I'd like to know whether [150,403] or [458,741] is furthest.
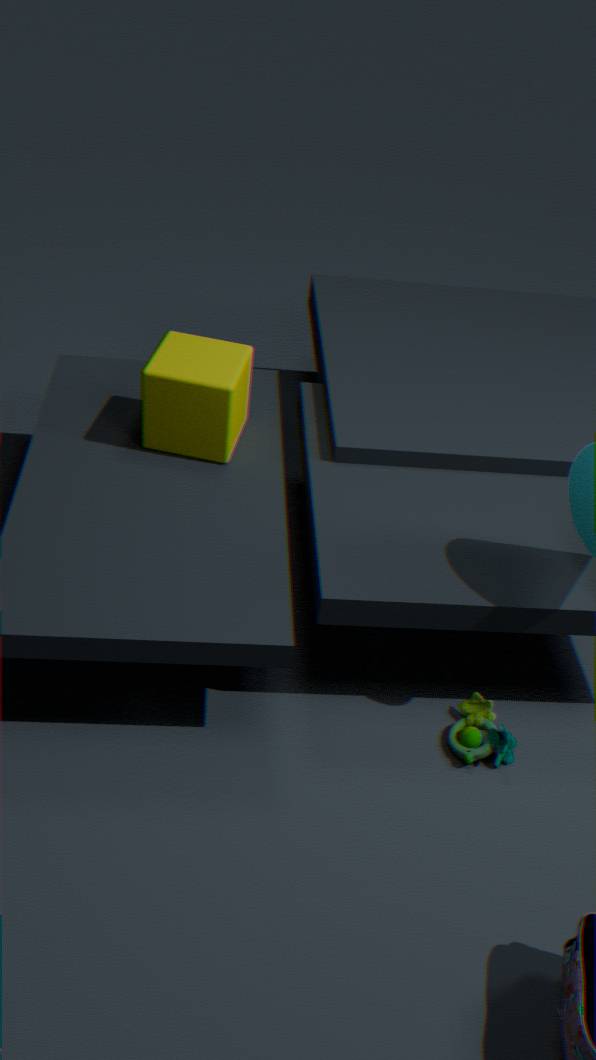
[150,403]
